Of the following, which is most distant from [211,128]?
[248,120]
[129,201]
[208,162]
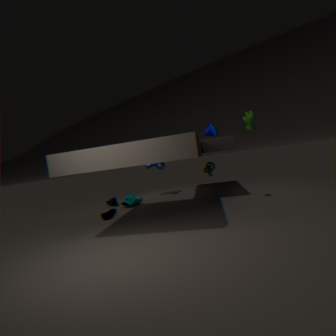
[129,201]
